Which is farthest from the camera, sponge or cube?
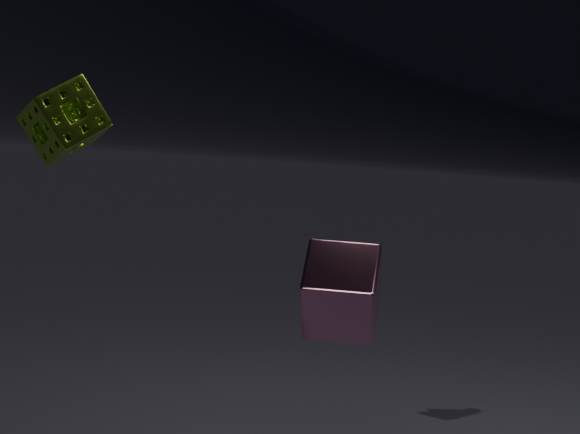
sponge
